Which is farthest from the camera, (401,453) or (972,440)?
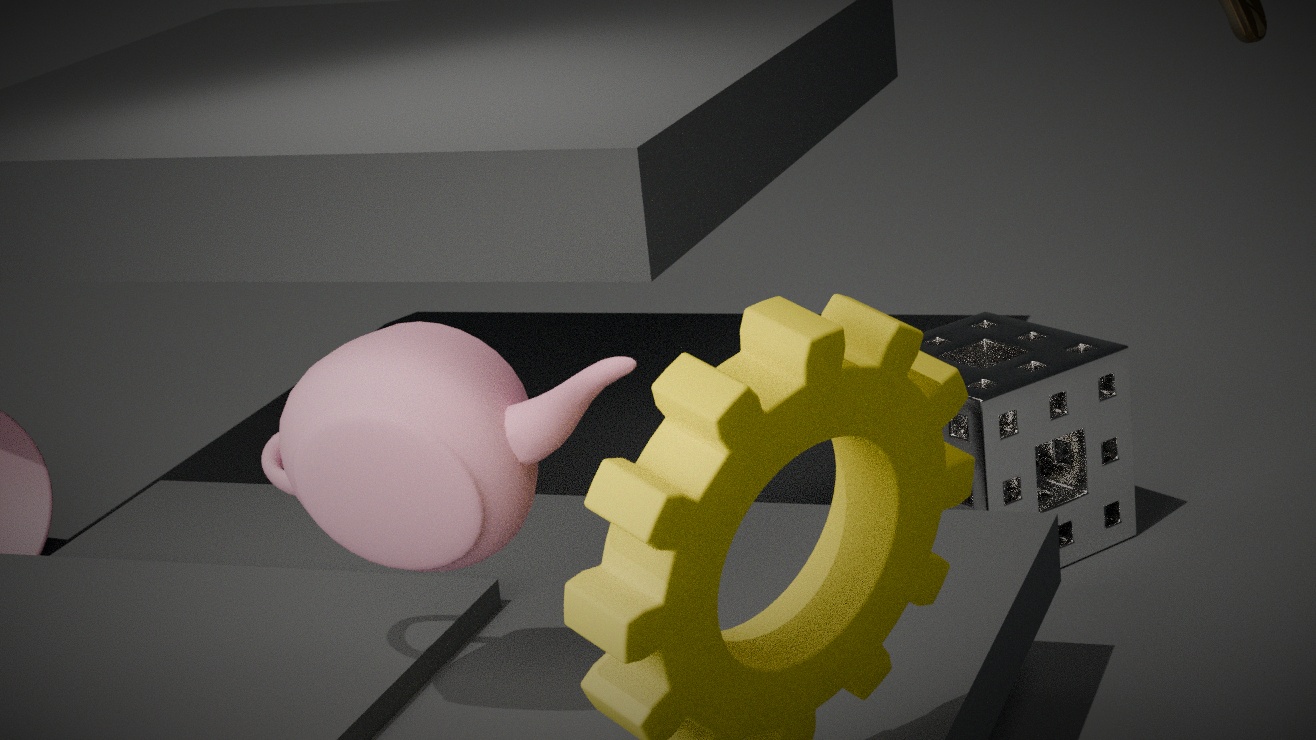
(972,440)
